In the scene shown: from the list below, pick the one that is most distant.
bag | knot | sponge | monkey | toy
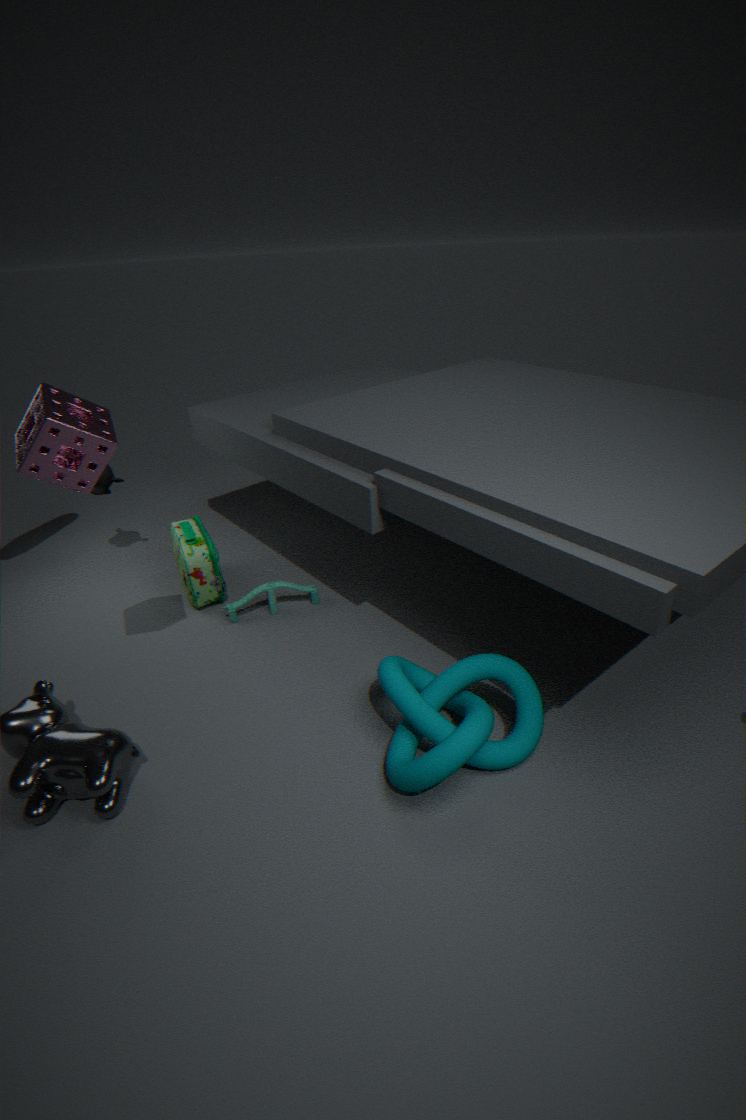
monkey
